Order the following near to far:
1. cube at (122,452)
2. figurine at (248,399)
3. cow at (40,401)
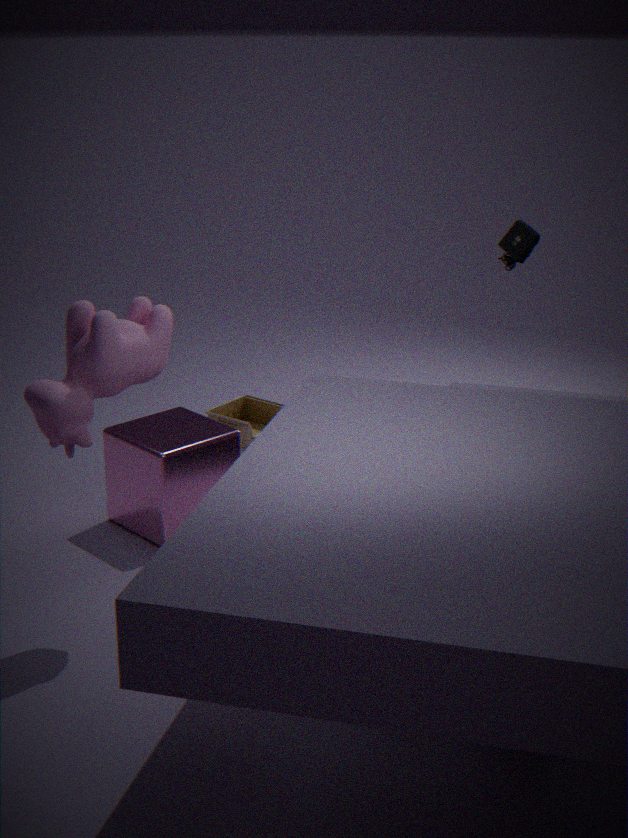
cow at (40,401), cube at (122,452), figurine at (248,399)
